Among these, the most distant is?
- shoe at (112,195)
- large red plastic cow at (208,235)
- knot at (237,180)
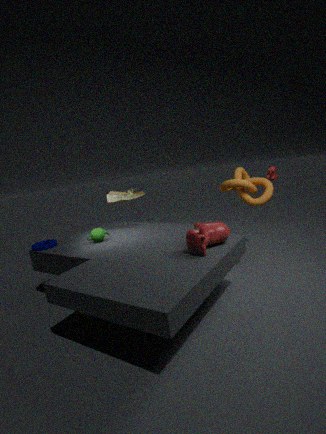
shoe at (112,195)
